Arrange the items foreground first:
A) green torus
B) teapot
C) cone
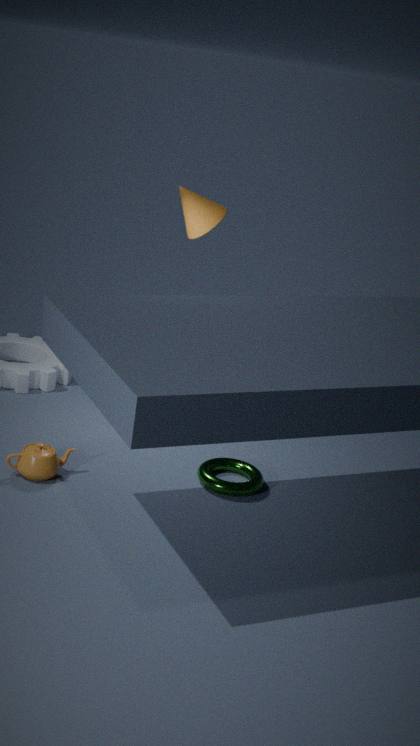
teapot
green torus
cone
